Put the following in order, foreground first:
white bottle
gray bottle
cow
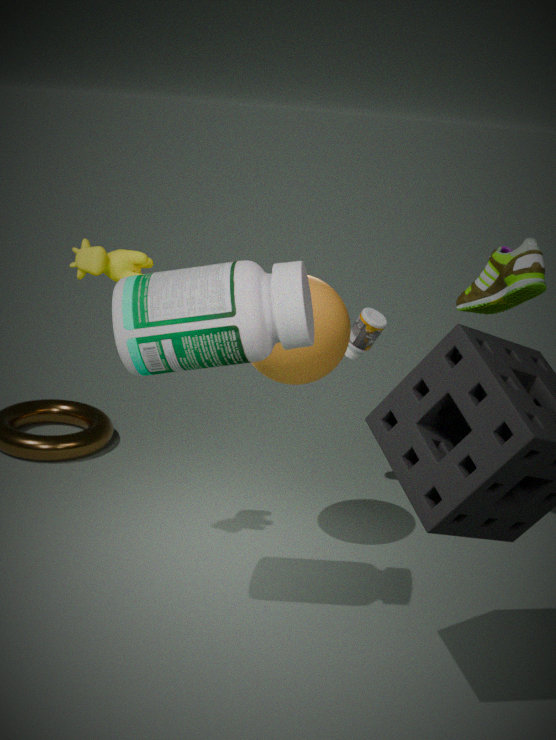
white bottle, cow, gray bottle
